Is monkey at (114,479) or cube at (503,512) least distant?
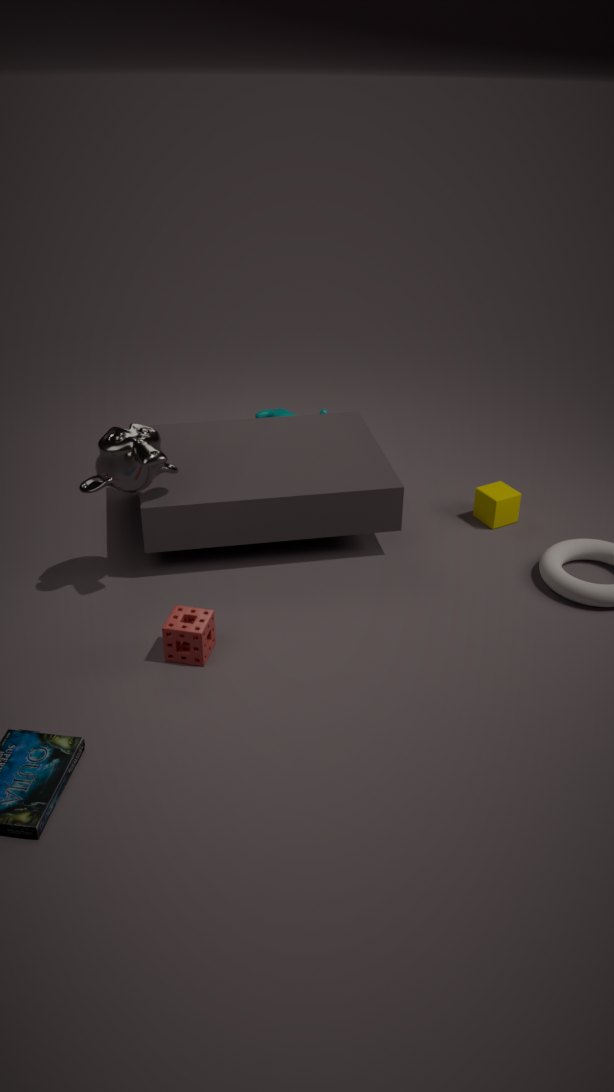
monkey at (114,479)
